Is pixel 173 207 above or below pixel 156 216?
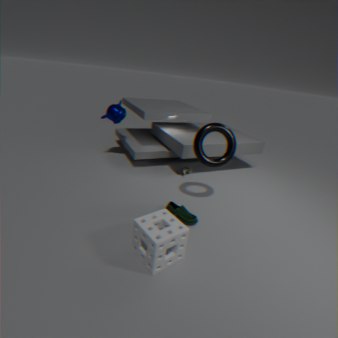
below
